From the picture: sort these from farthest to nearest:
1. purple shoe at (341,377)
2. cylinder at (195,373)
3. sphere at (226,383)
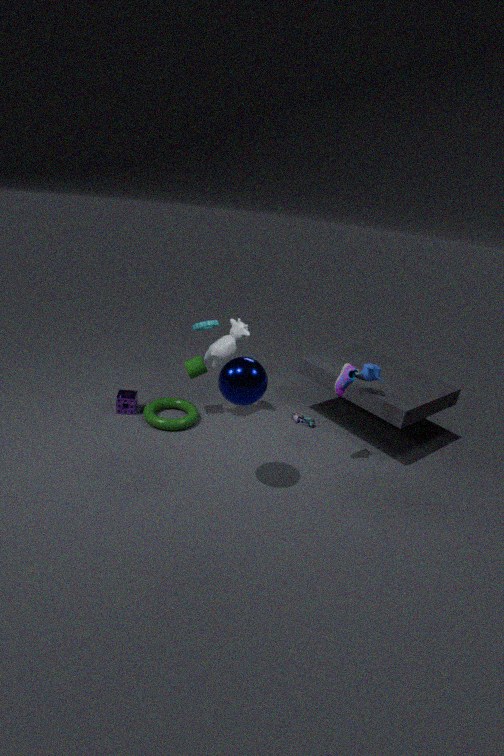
cylinder at (195,373) < purple shoe at (341,377) < sphere at (226,383)
